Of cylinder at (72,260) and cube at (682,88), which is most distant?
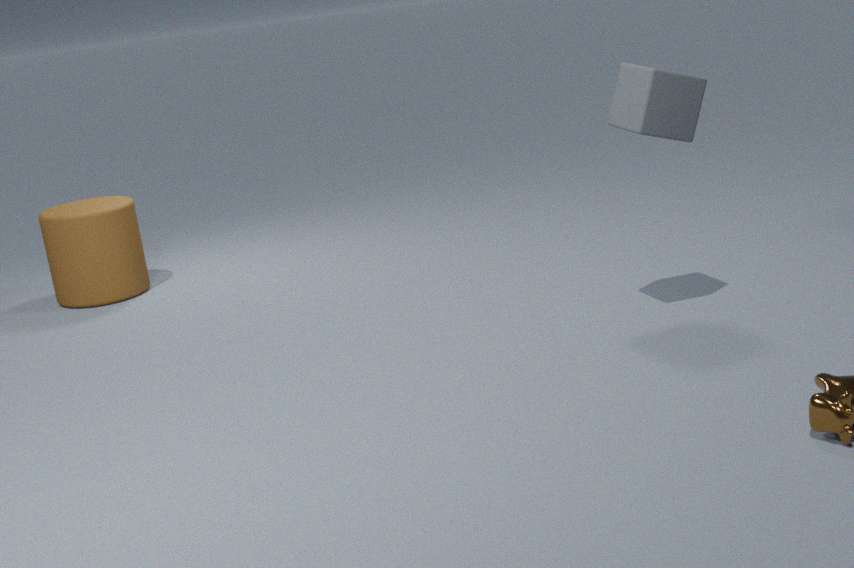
cylinder at (72,260)
